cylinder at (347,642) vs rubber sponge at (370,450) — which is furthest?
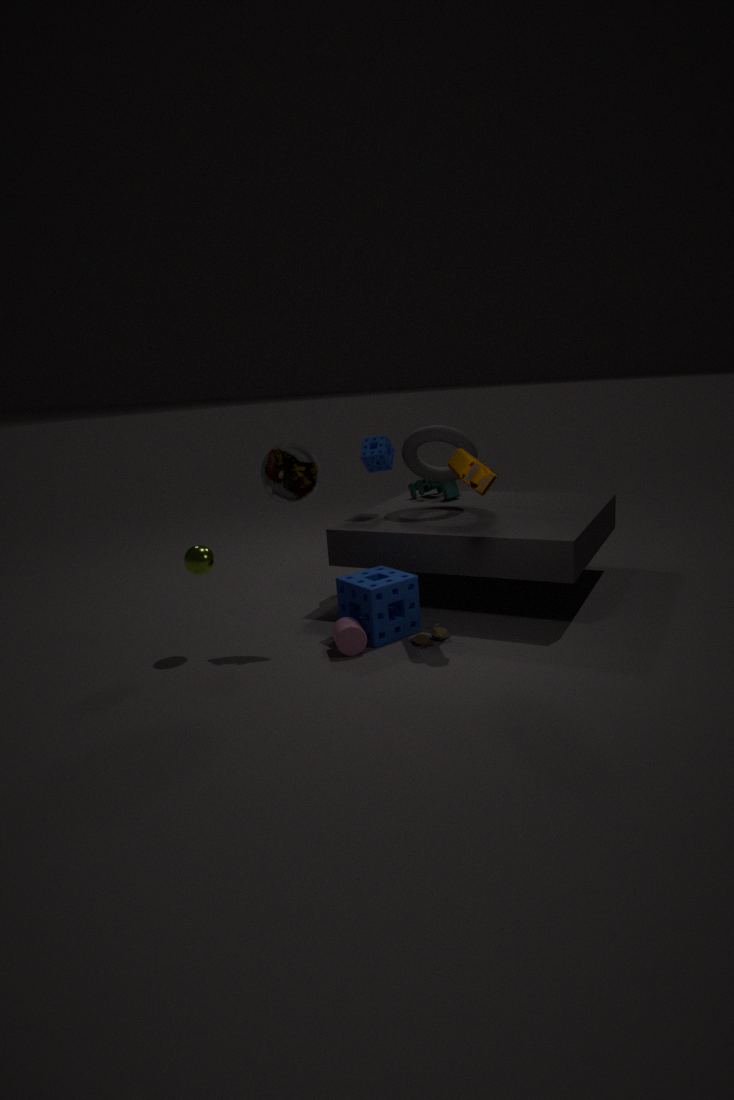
rubber sponge at (370,450)
